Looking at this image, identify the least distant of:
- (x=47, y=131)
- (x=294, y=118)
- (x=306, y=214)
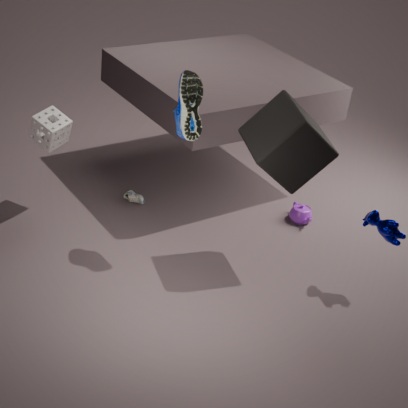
(x=294, y=118)
